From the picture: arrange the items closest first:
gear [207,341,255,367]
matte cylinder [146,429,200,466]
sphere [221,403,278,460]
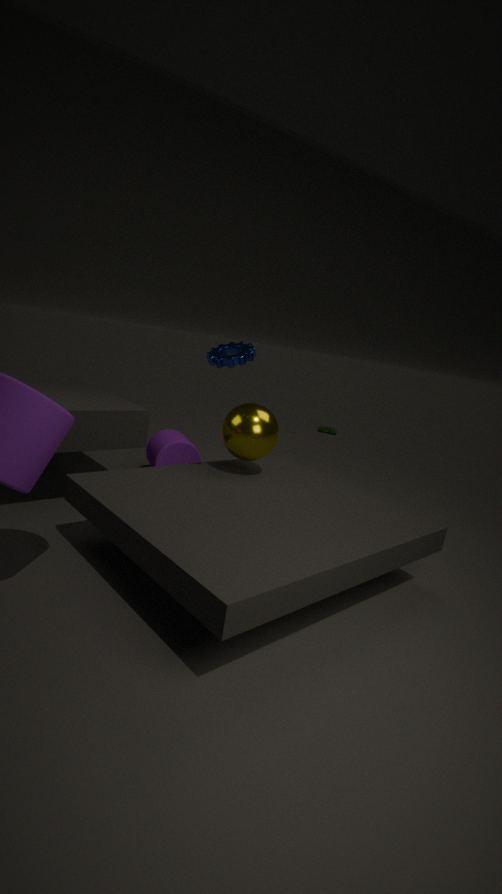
gear [207,341,255,367], sphere [221,403,278,460], matte cylinder [146,429,200,466]
